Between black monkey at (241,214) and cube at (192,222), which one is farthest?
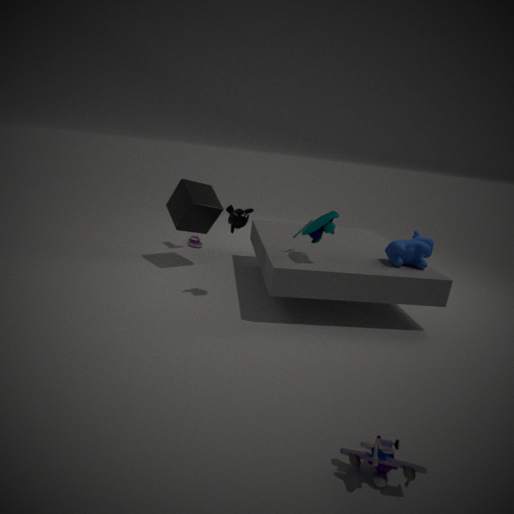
cube at (192,222)
